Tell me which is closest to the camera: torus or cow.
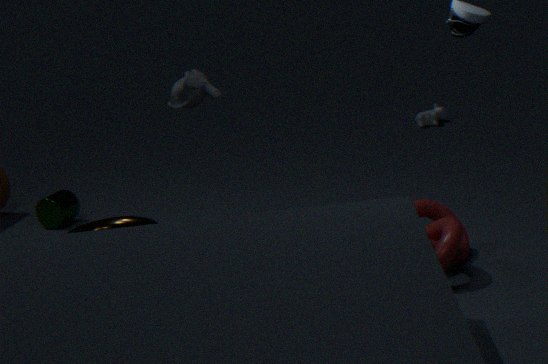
torus
